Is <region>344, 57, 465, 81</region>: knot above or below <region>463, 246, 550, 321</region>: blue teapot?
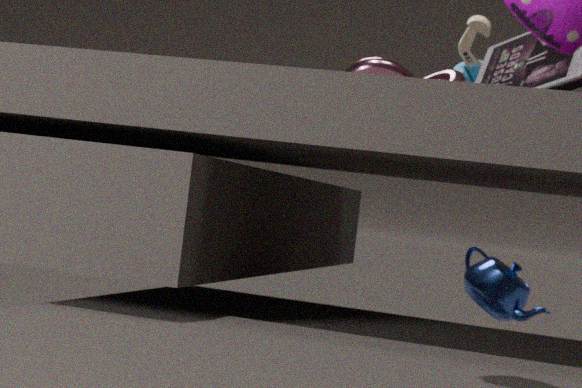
above
